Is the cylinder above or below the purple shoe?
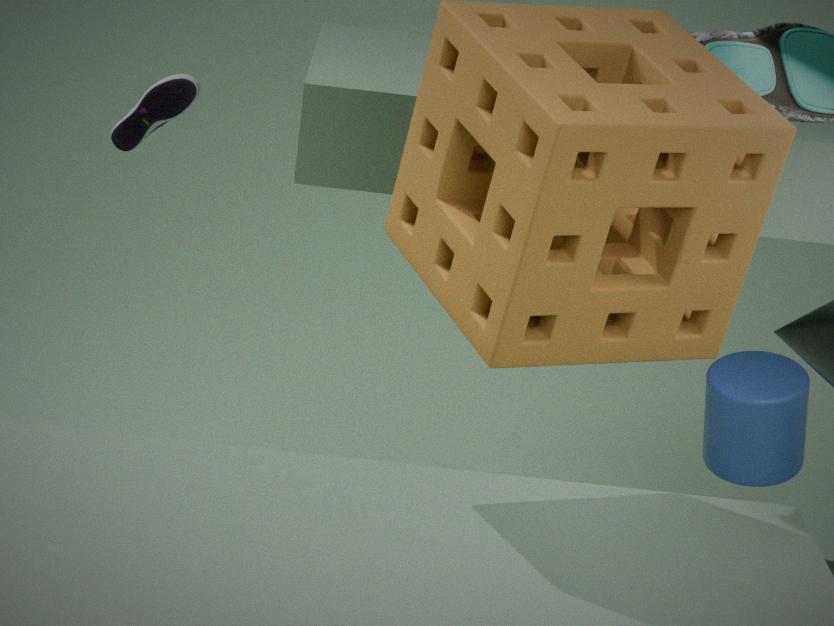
below
